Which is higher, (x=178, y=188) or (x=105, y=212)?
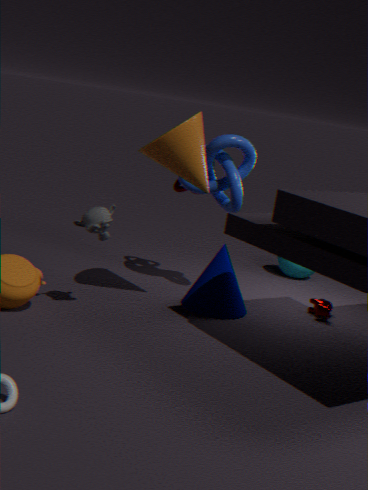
(x=178, y=188)
